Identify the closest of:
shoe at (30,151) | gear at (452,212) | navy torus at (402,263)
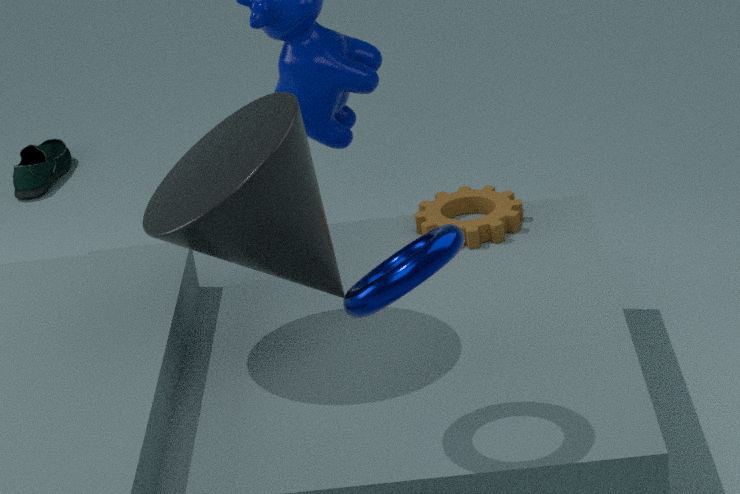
navy torus at (402,263)
